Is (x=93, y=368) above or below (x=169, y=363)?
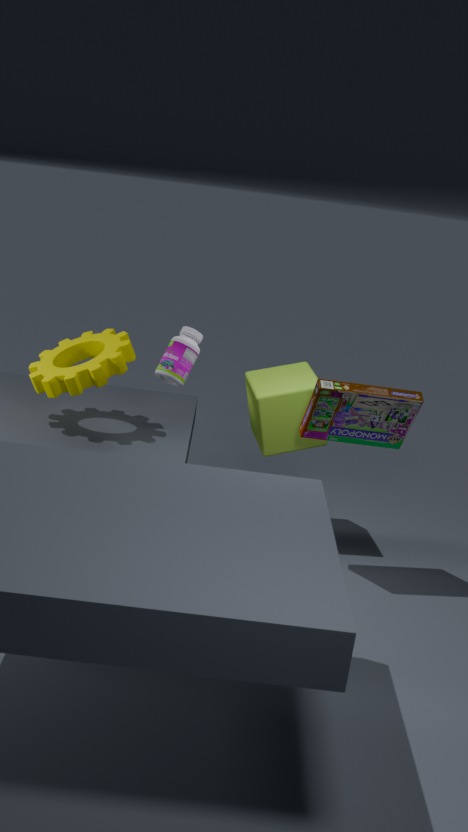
below
